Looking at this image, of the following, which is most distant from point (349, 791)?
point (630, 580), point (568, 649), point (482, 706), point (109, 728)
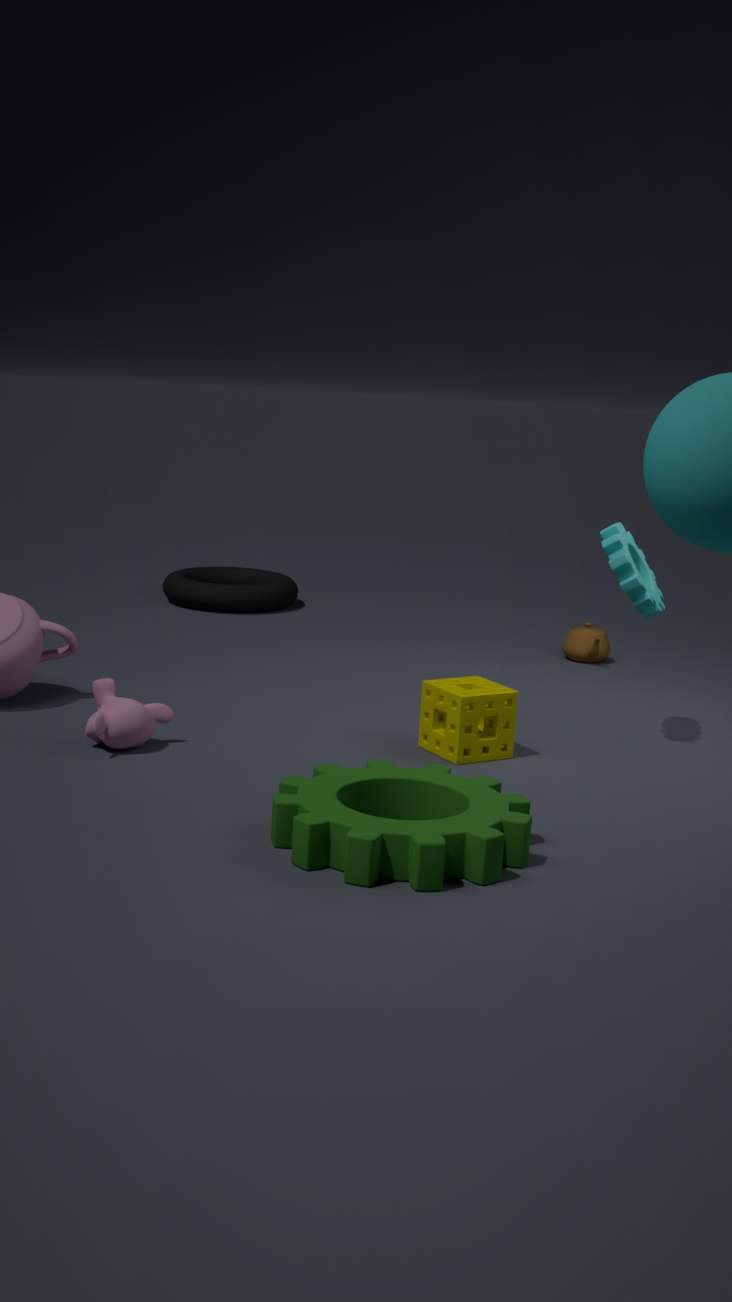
point (568, 649)
